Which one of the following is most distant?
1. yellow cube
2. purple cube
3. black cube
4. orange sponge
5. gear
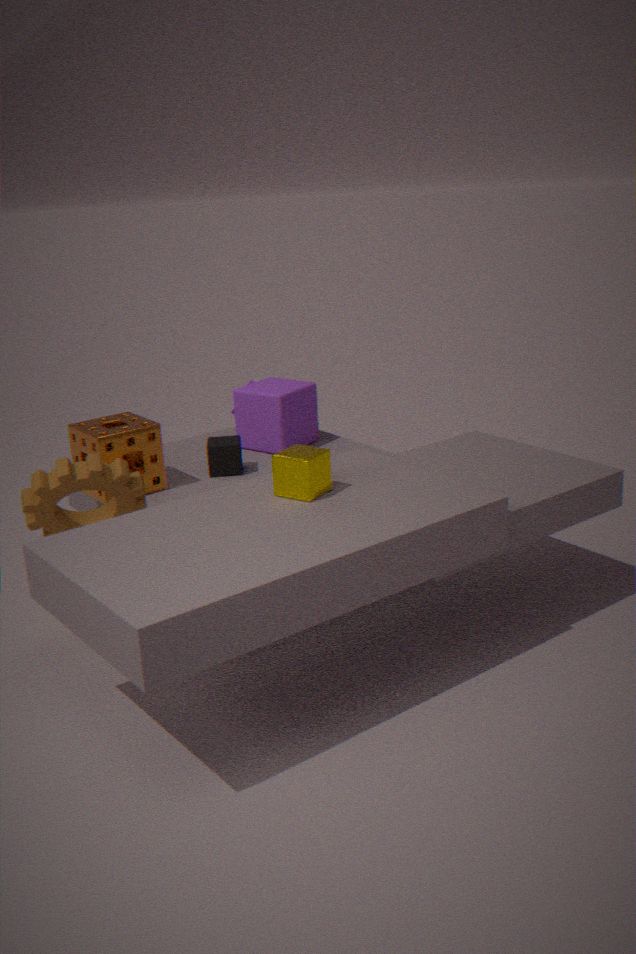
purple cube
